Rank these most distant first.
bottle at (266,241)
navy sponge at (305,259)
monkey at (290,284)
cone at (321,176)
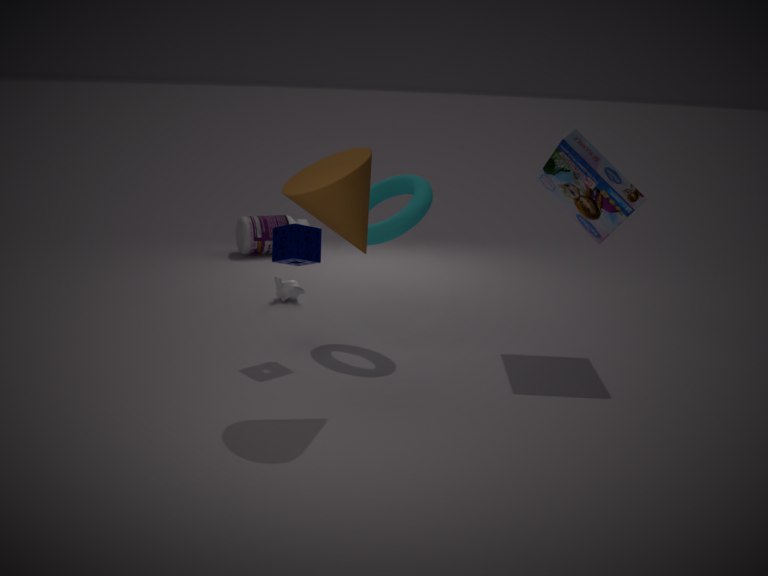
bottle at (266,241)
monkey at (290,284)
navy sponge at (305,259)
cone at (321,176)
